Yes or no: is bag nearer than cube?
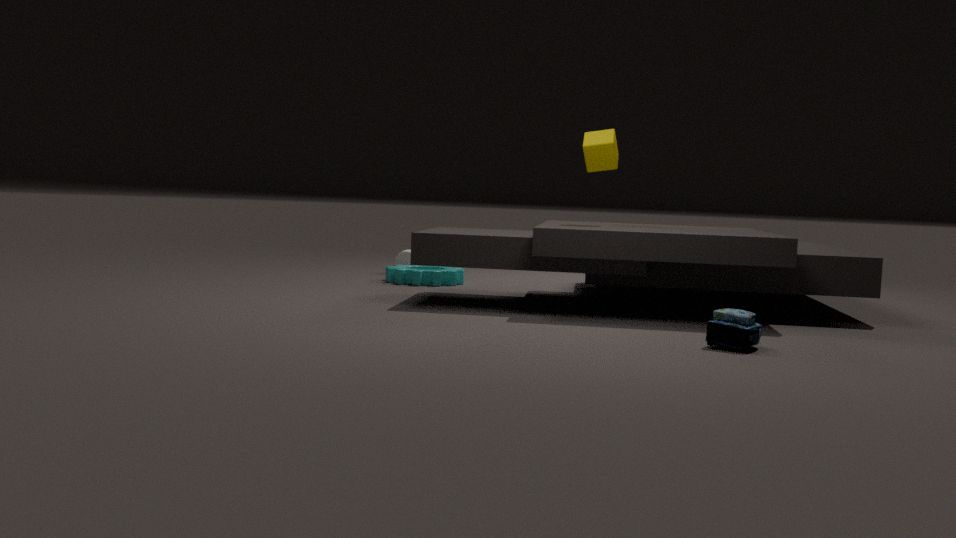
Yes
